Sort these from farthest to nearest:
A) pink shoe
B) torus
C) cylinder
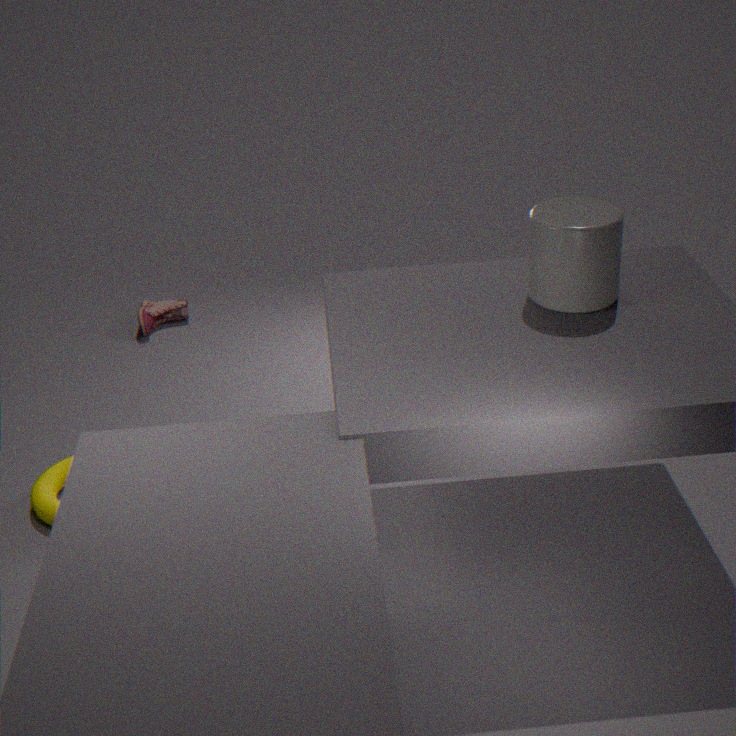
pink shoe → torus → cylinder
